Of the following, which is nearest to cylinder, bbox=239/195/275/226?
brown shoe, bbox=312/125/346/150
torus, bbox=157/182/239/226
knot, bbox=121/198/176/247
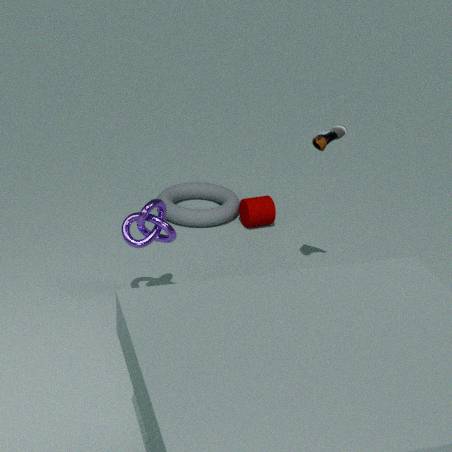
torus, bbox=157/182/239/226
